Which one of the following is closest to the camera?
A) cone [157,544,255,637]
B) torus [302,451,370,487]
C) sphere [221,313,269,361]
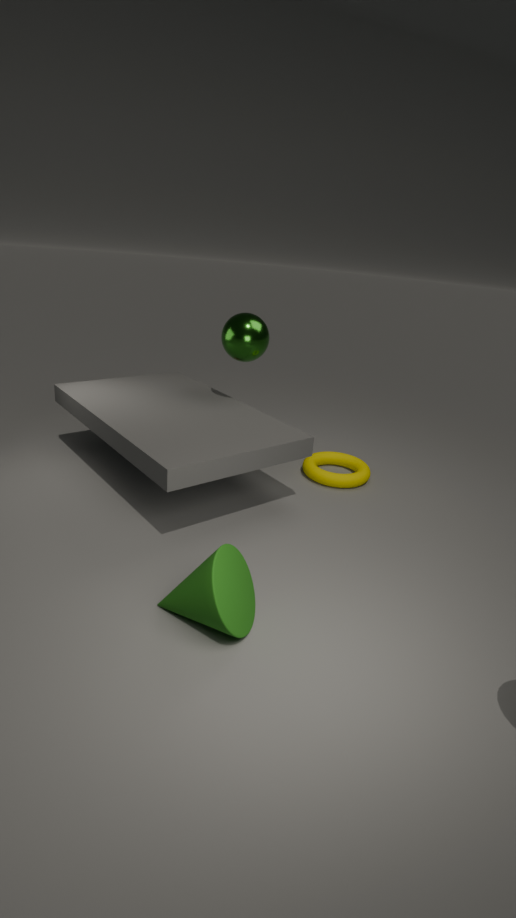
cone [157,544,255,637]
